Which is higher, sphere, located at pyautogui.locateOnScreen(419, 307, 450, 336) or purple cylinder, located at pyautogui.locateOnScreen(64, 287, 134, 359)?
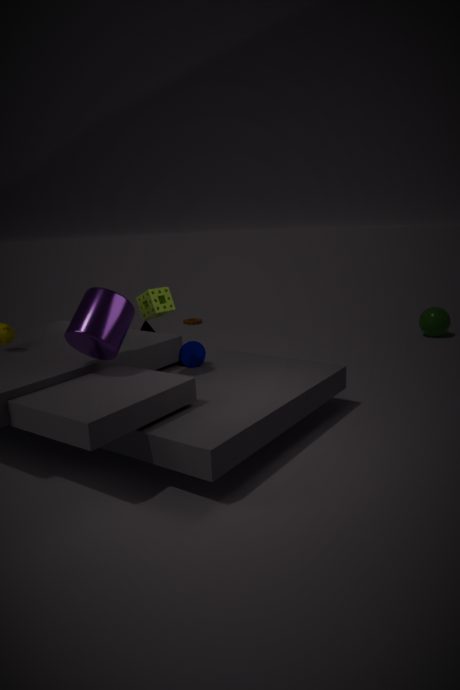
purple cylinder, located at pyautogui.locateOnScreen(64, 287, 134, 359)
